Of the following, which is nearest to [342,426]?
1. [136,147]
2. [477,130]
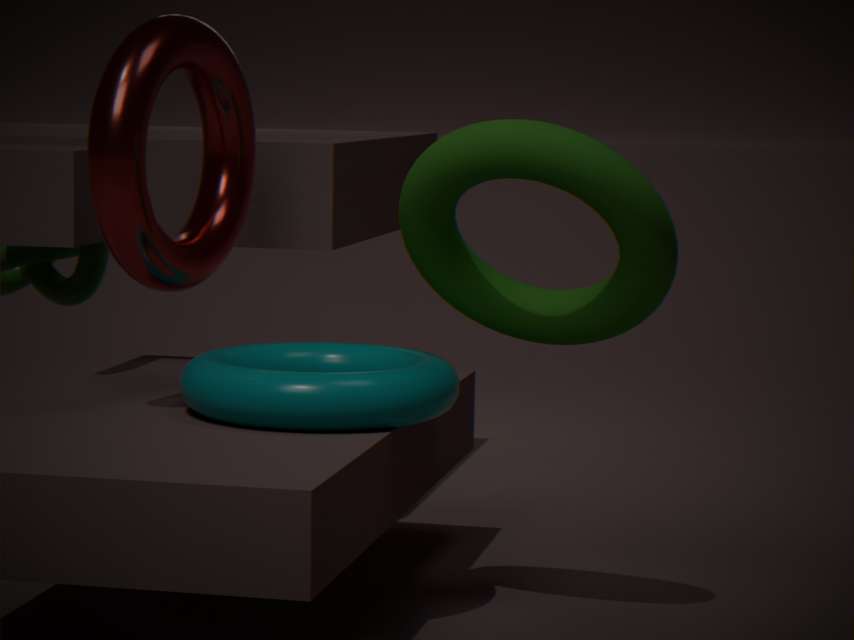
[477,130]
